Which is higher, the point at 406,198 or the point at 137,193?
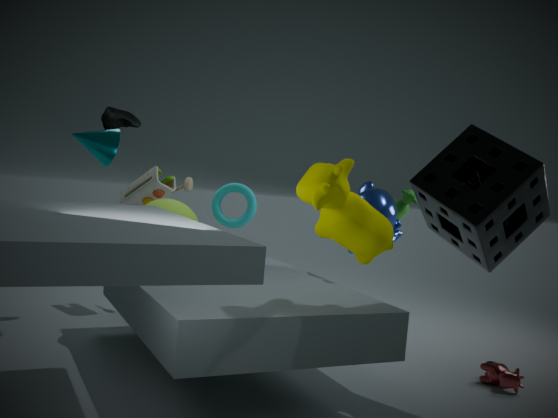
the point at 406,198
